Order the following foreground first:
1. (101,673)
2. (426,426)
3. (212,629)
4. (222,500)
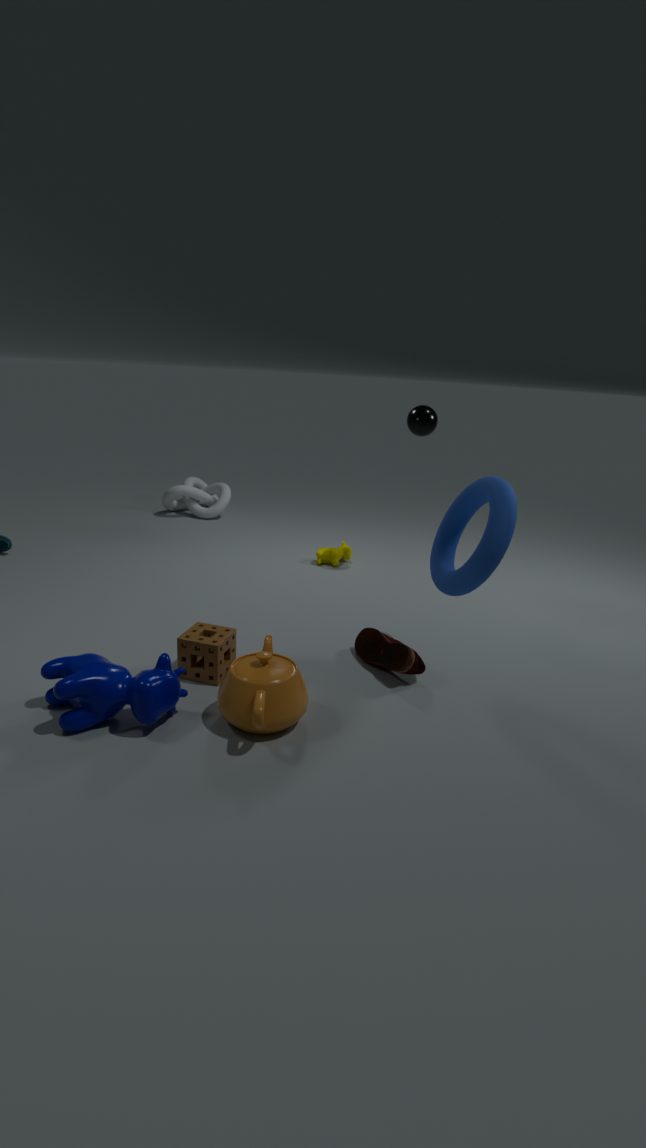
1. (101,673)
2. (212,629)
3. (426,426)
4. (222,500)
